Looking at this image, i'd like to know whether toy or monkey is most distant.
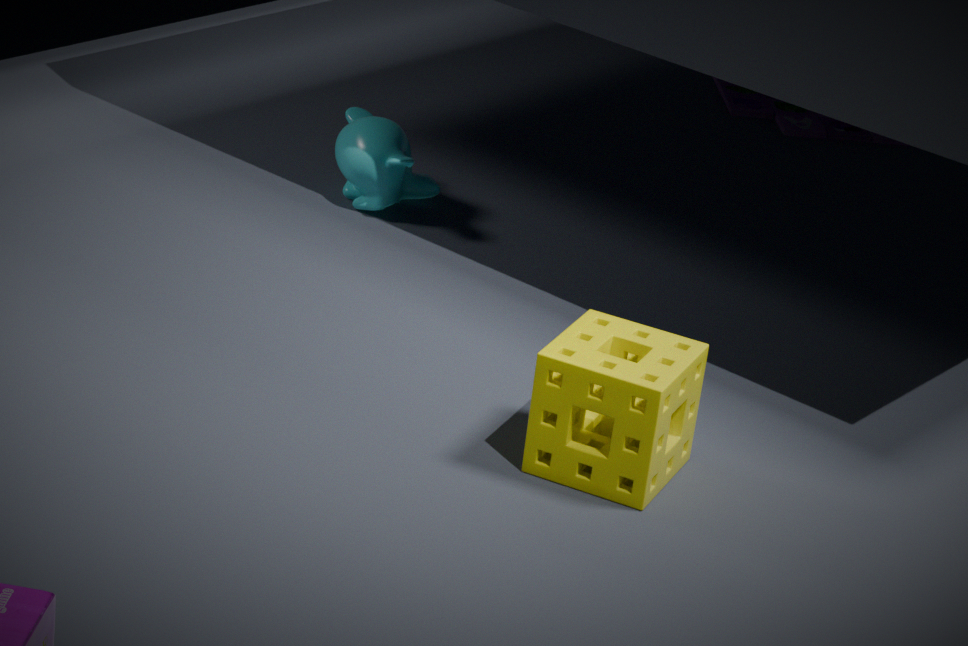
toy
